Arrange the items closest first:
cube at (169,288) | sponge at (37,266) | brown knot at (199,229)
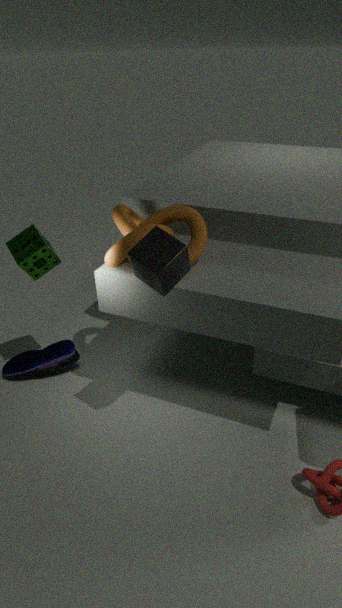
cube at (169,288), brown knot at (199,229), sponge at (37,266)
